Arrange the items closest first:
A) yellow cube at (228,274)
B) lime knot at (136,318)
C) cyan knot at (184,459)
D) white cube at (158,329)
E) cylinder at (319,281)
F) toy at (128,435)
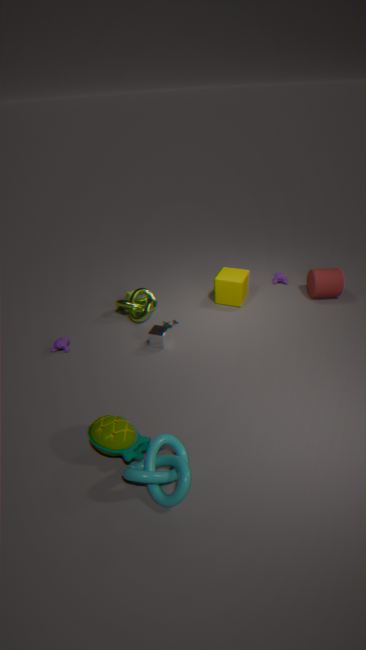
cyan knot at (184,459), toy at (128,435), white cube at (158,329), lime knot at (136,318), yellow cube at (228,274), cylinder at (319,281)
